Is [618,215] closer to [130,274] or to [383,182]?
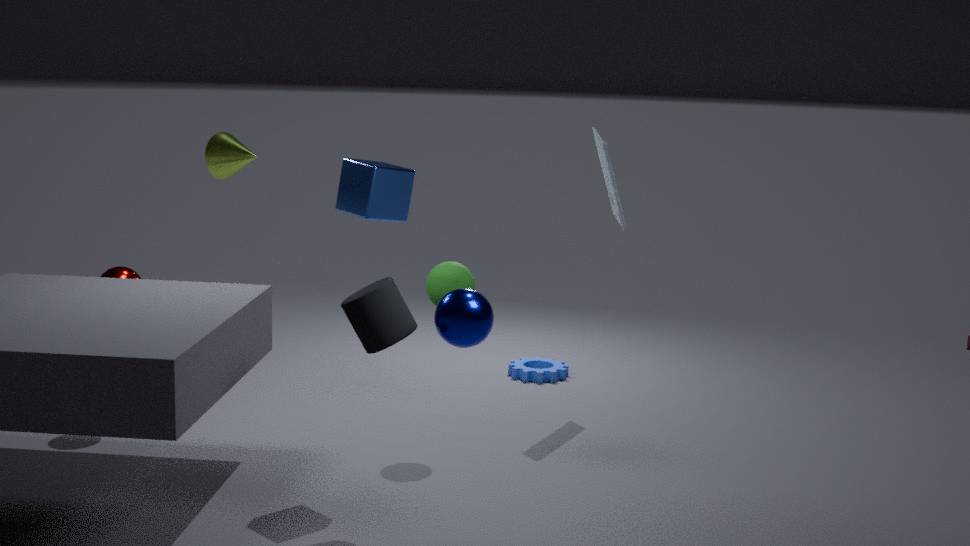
[383,182]
